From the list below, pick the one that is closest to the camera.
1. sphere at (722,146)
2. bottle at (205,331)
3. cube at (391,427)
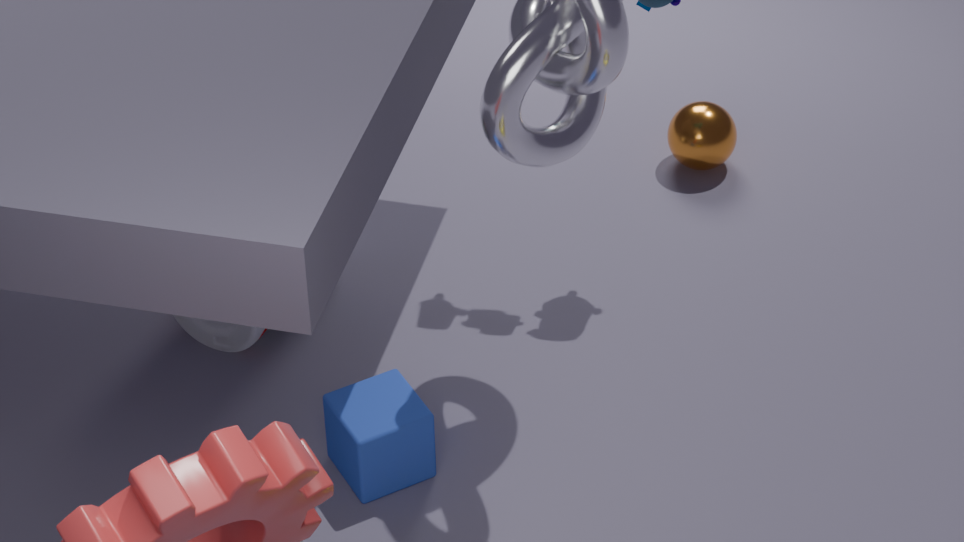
cube at (391,427)
